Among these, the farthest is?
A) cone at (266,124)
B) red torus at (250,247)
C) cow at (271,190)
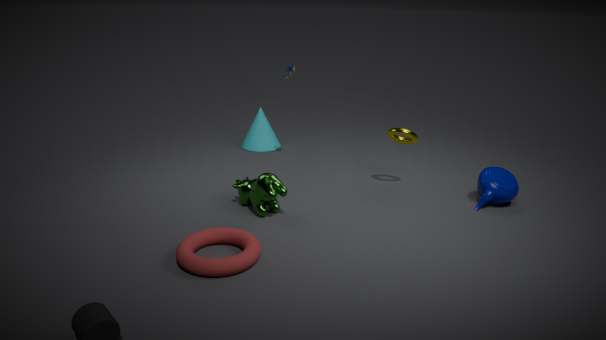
cone at (266,124)
